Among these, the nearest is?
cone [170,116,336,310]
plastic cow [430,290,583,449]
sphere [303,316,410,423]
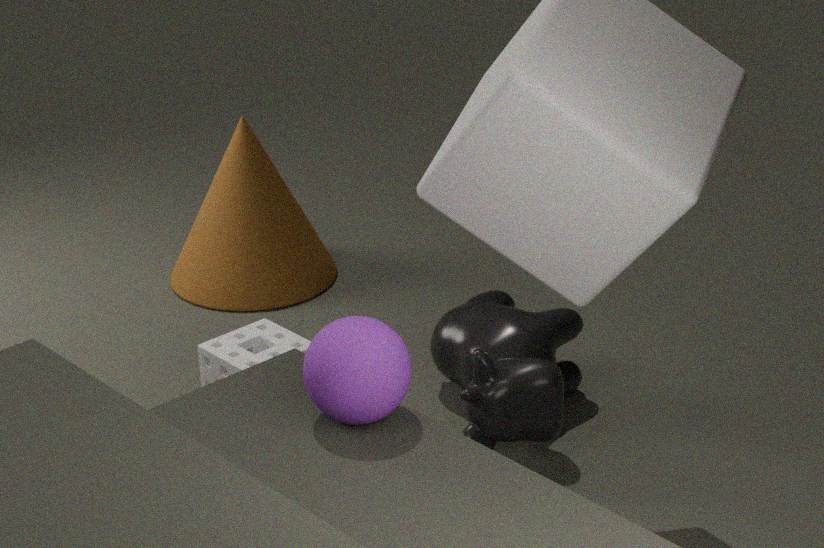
sphere [303,316,410,423]
